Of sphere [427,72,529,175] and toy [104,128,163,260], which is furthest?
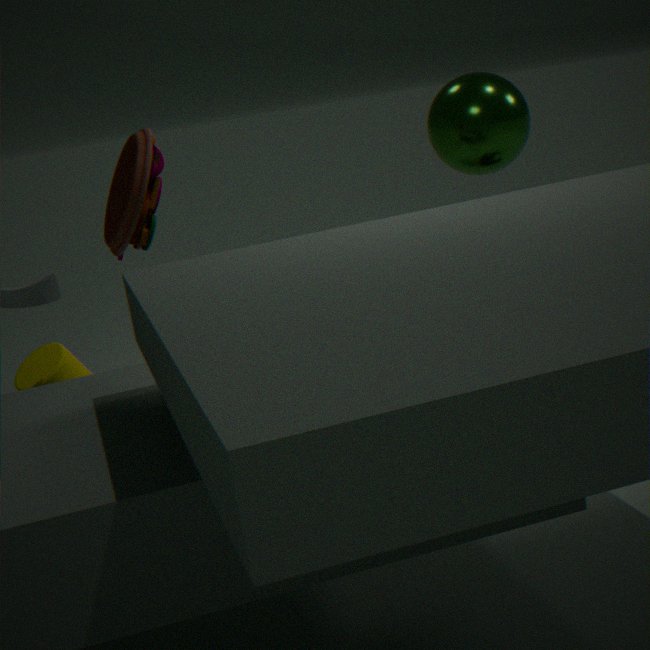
sphere [427,72,529,175]
